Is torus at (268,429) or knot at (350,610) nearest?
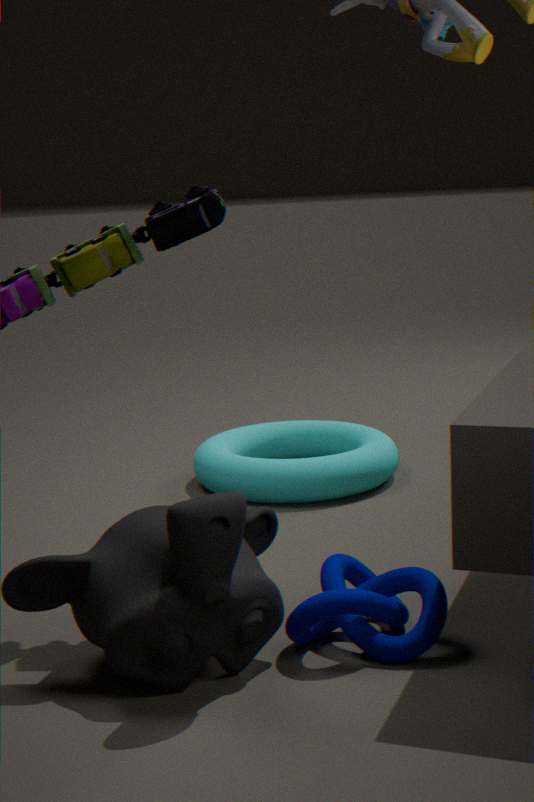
knot at (350,610)
